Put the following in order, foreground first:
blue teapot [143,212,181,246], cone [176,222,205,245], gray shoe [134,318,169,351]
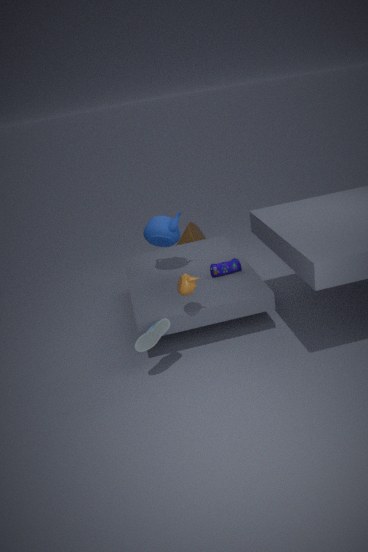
gray shoe [134,318,169,351], blue teapot [143,212,181,246], cone [176,222,205,245]
